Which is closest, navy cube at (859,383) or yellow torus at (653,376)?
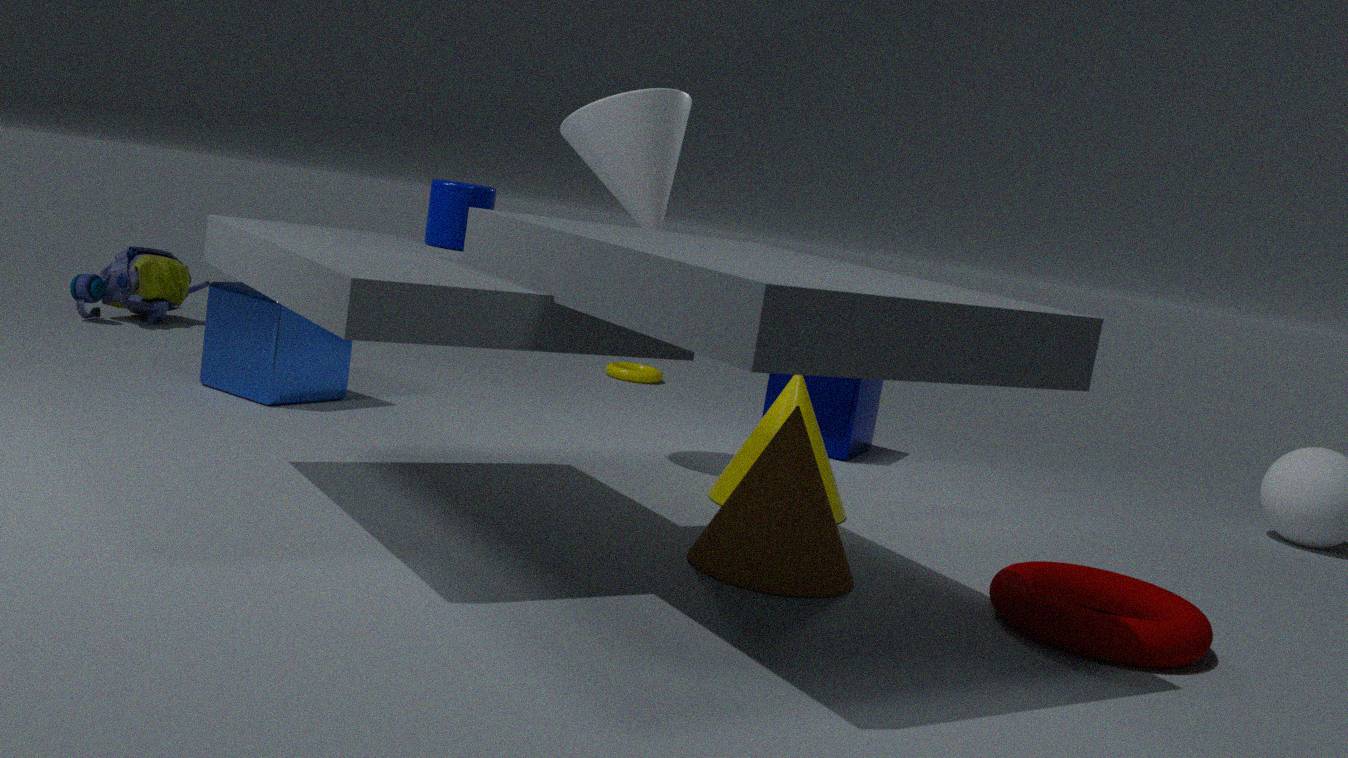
navy cube at (859,383)
